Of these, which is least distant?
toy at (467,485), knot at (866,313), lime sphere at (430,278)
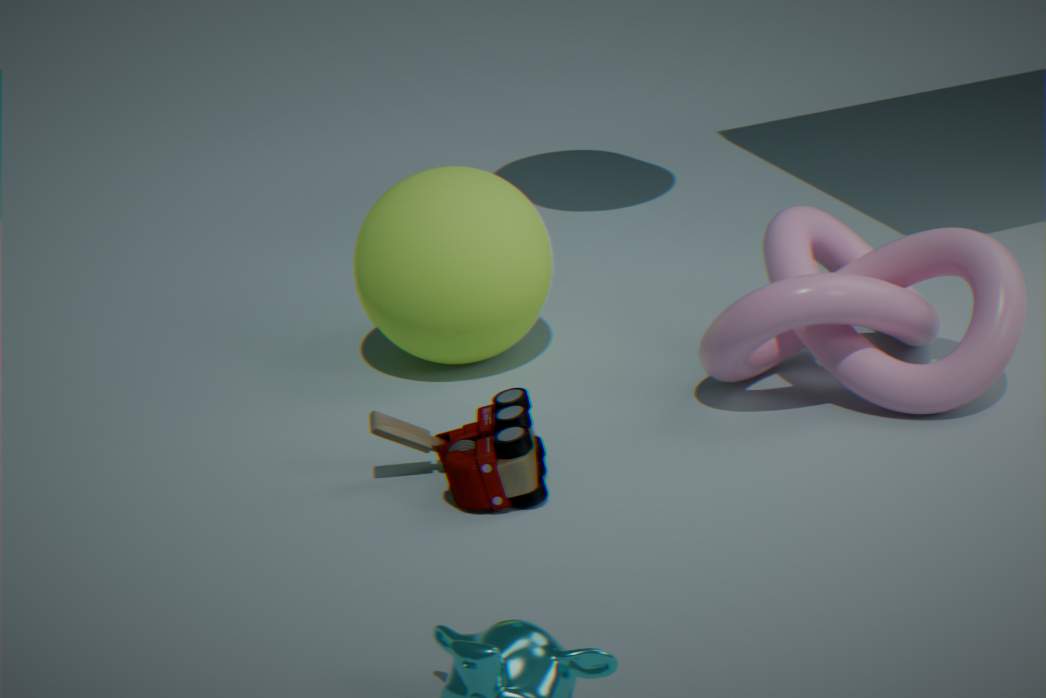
toy at (467,485)
